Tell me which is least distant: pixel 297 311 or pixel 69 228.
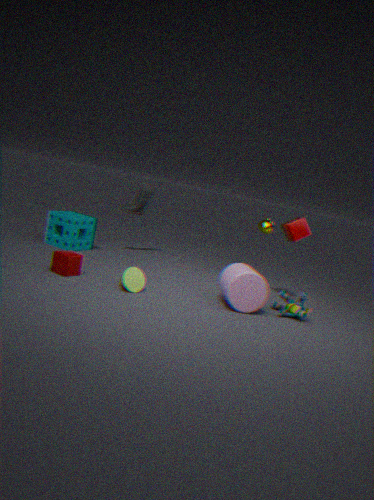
pixel 297 311
